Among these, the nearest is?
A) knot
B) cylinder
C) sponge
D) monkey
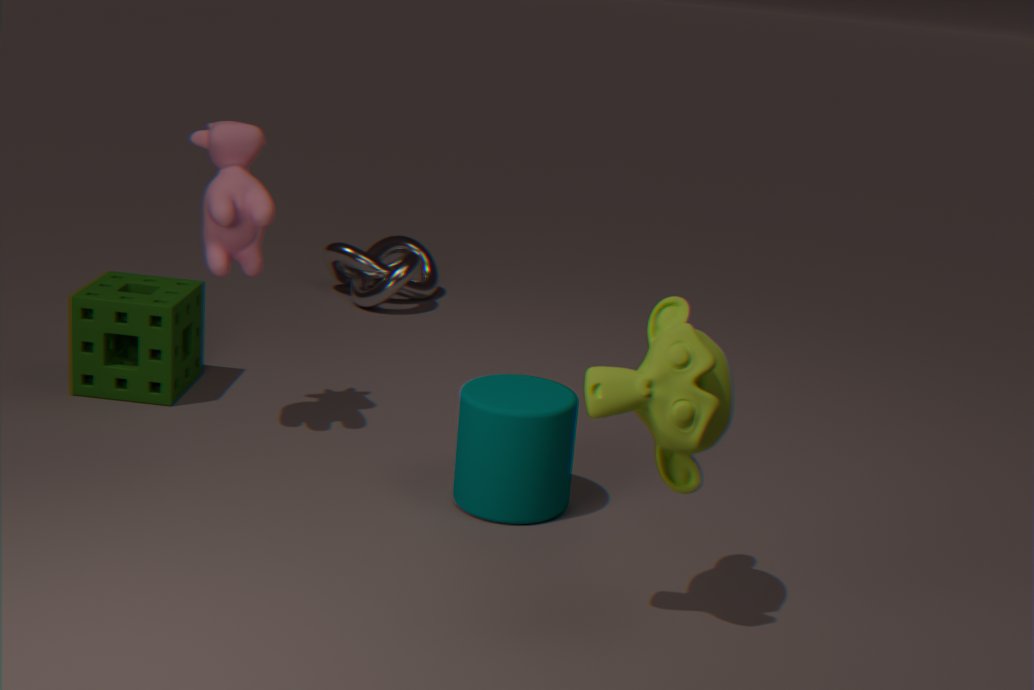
monkey
